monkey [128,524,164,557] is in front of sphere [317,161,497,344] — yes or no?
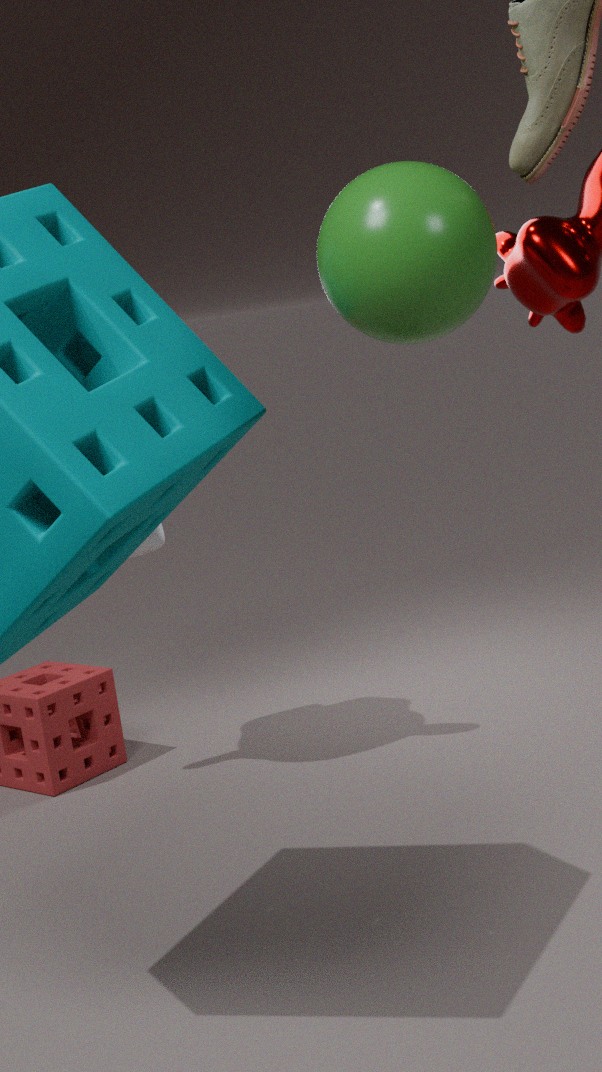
No
